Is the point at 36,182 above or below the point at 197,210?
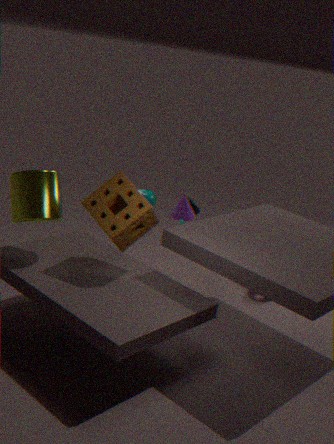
above
